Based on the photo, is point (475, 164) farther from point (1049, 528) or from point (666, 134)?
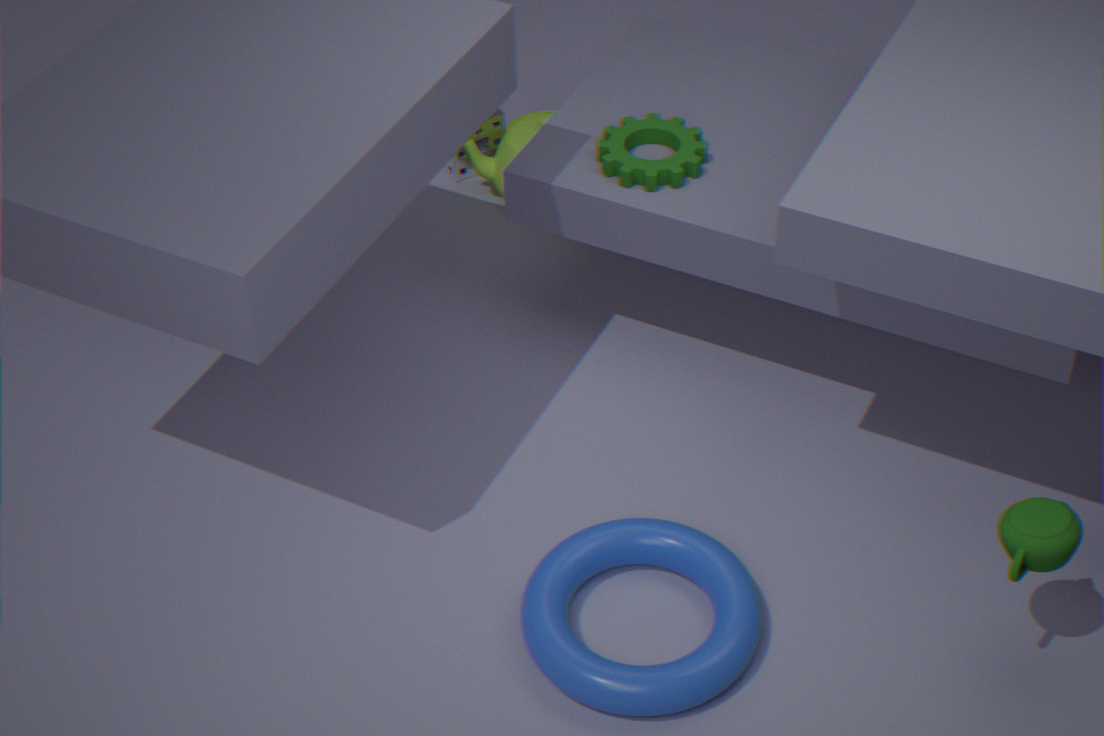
point (1049, 528)
